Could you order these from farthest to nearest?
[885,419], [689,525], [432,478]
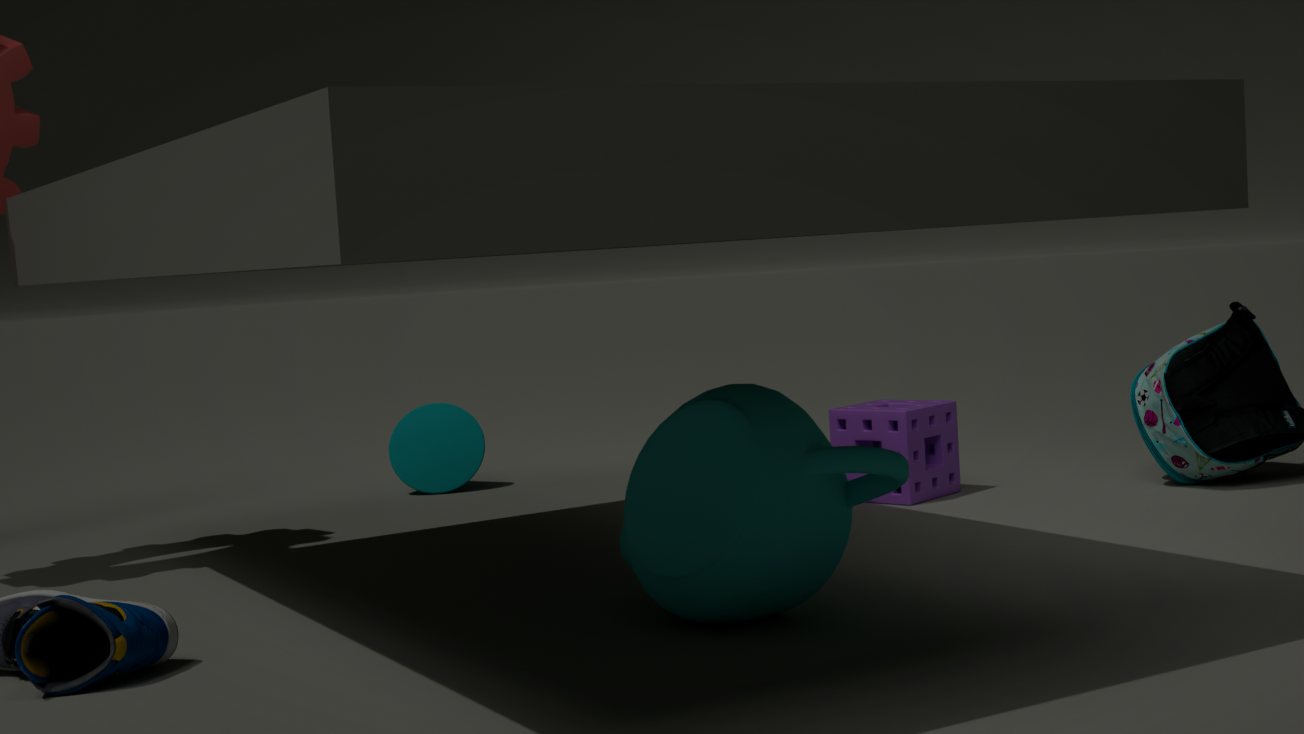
[432,478], [885,419], [689,525]
